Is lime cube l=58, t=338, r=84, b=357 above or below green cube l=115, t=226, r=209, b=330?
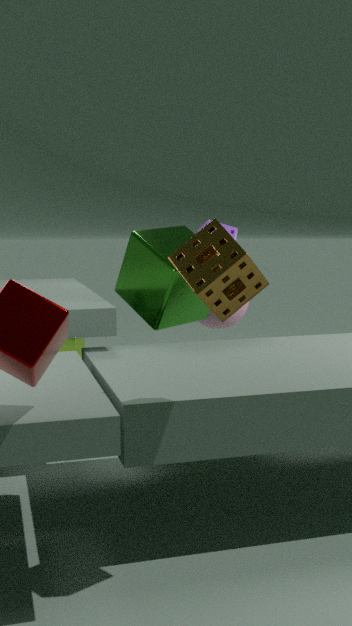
below
